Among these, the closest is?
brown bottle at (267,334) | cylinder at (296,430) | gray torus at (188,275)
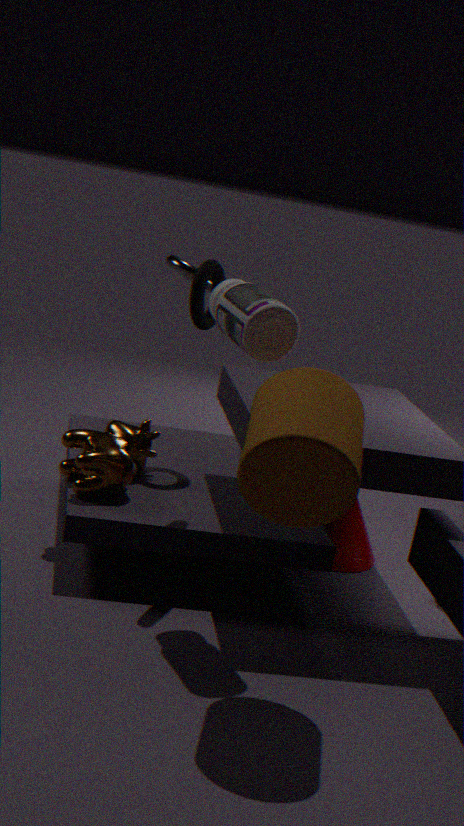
cylinder at (296,430)
